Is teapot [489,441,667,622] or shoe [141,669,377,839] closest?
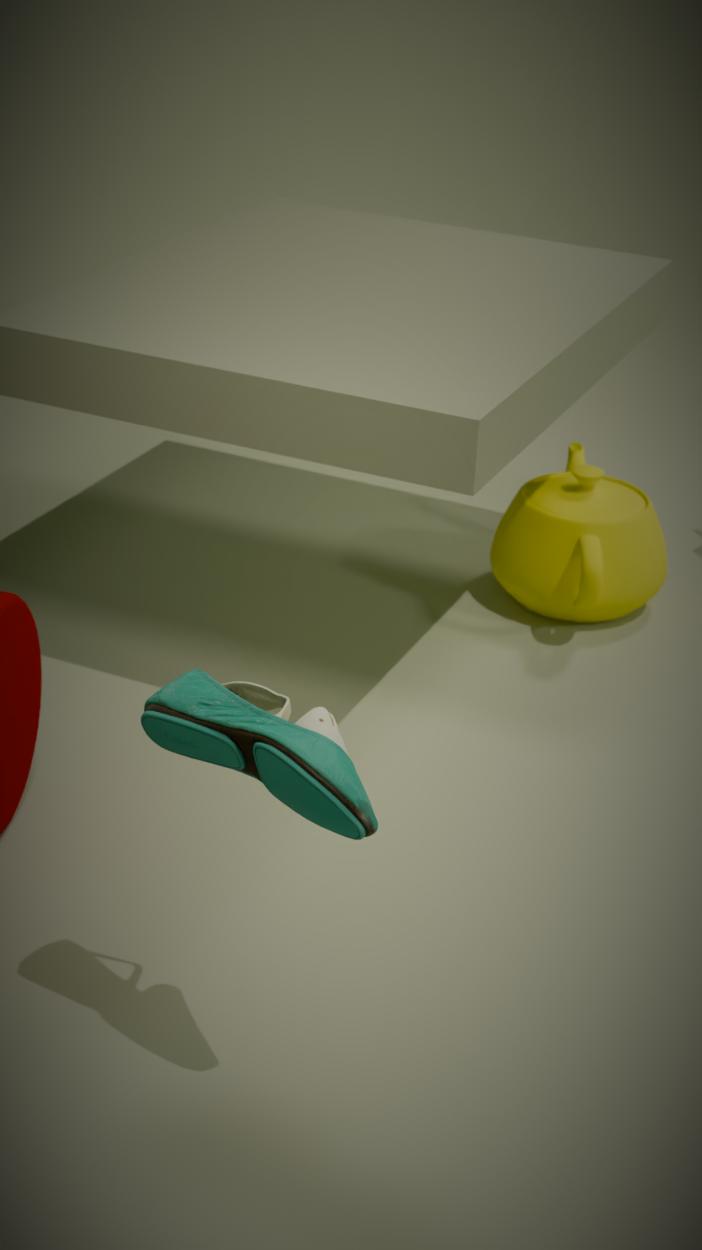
shoe [141,669,377,839]
